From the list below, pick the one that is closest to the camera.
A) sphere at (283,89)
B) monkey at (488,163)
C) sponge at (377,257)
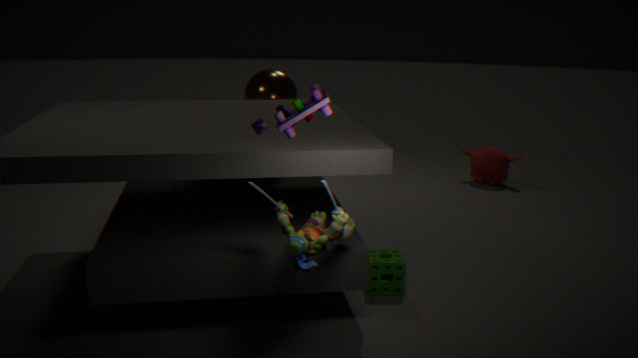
sponge at (377,257)
